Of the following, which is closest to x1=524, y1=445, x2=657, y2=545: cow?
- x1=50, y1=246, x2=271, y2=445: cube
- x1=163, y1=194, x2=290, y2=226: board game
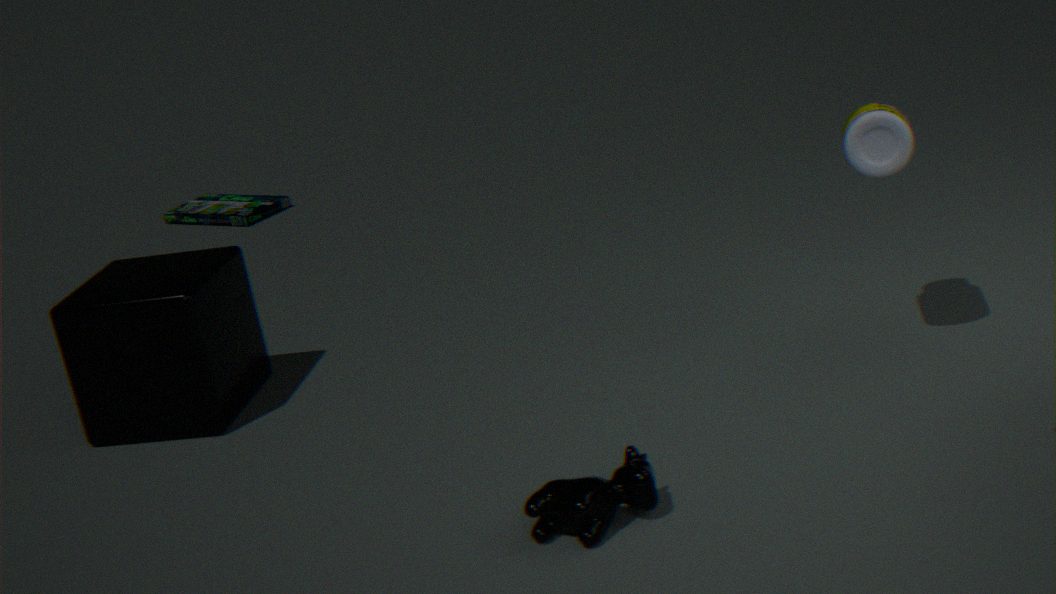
x1=50, y1=246, x2=271, y2=445: cube
